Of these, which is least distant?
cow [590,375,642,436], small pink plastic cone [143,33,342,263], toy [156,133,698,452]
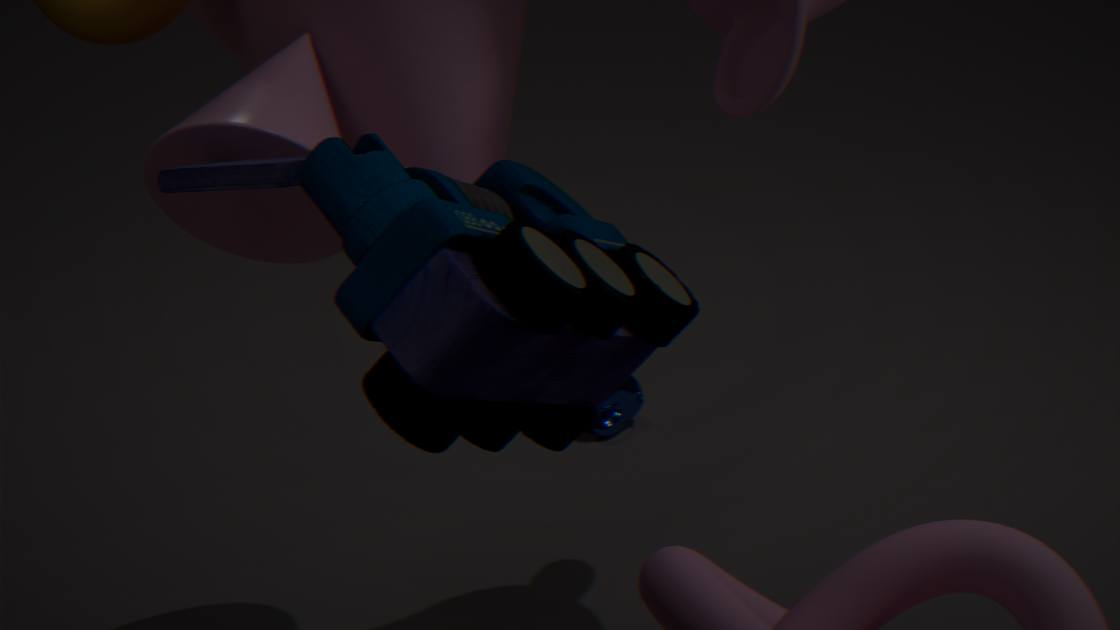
toy [156,133,698,452]
